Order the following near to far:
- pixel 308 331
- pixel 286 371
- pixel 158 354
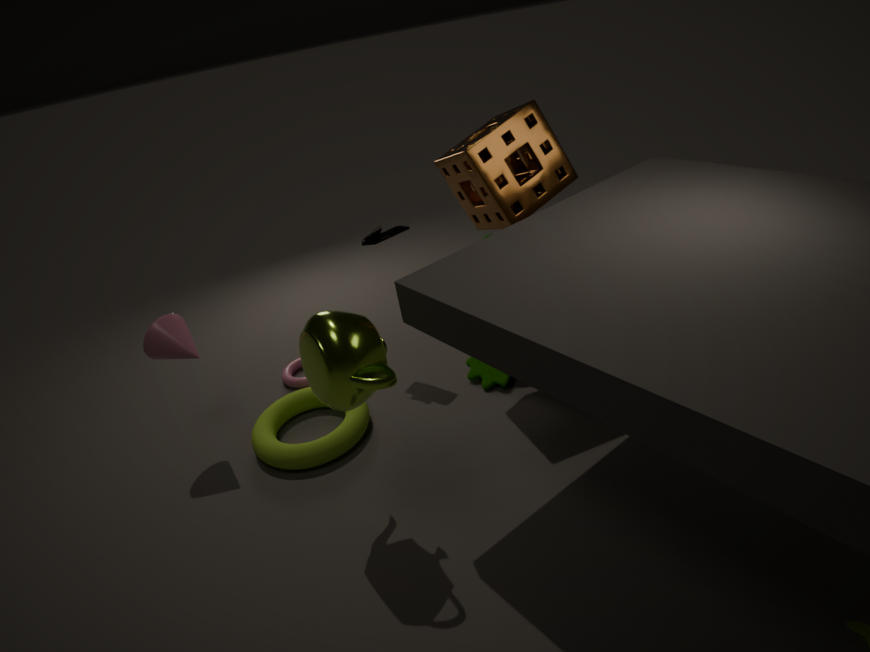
pixel 308 331, pixel 158 354, pixel 286 371
